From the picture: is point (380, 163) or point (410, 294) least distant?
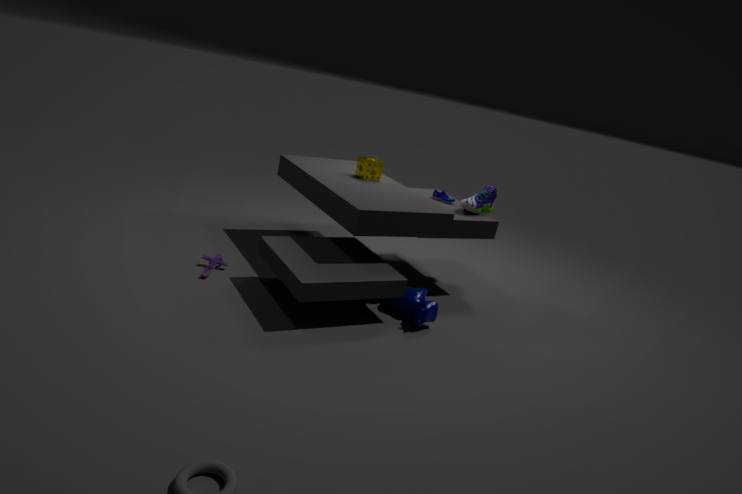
point (410, 294)
